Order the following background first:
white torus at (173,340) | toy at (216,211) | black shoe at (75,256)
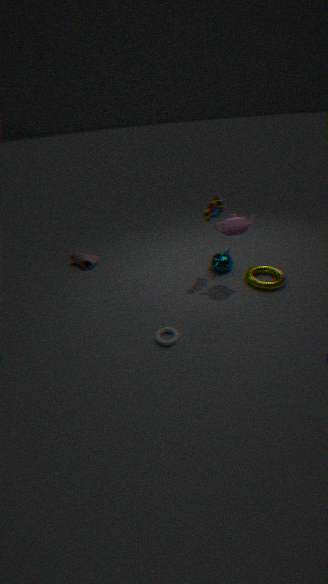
black shoe at (75,256) → toy at (216,211) → white torus at (173,340)
